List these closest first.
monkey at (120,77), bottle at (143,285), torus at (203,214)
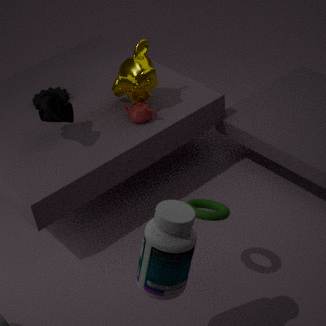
bottle at (143,285) → torus at (203,214) → monkey at (120,77)
